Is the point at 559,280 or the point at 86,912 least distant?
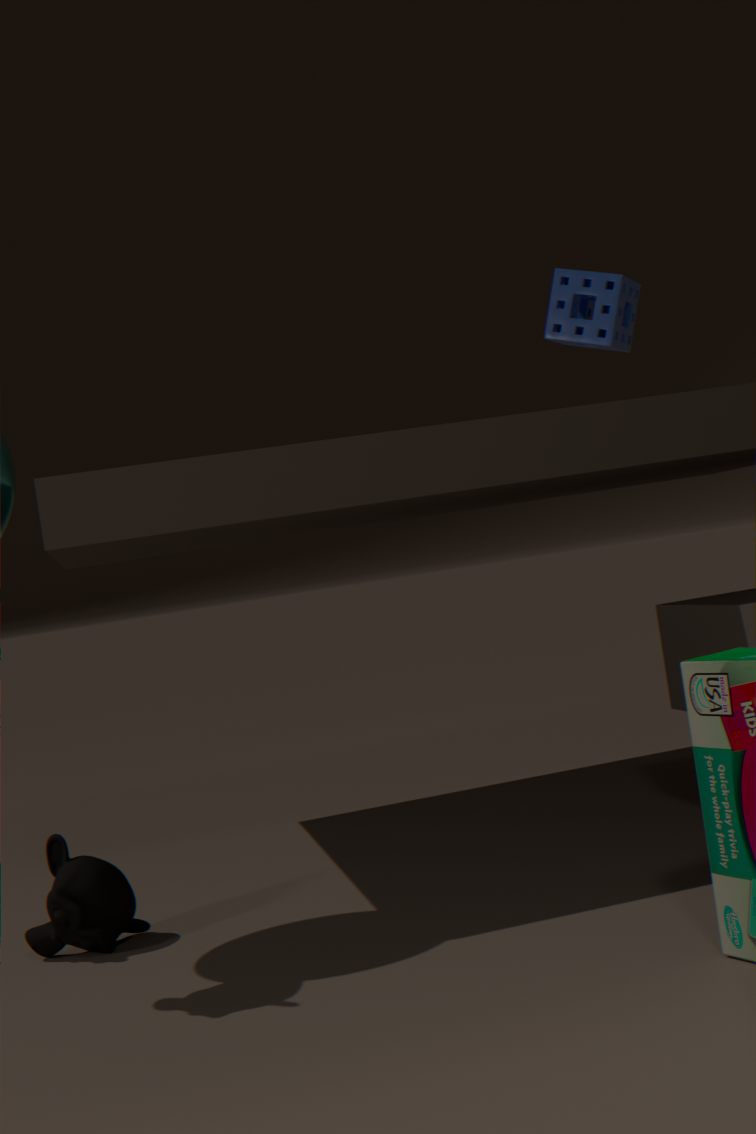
the point at 86,912
